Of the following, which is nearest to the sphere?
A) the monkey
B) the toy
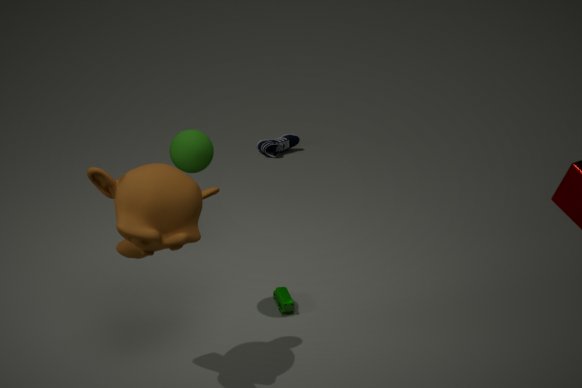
the monkey
